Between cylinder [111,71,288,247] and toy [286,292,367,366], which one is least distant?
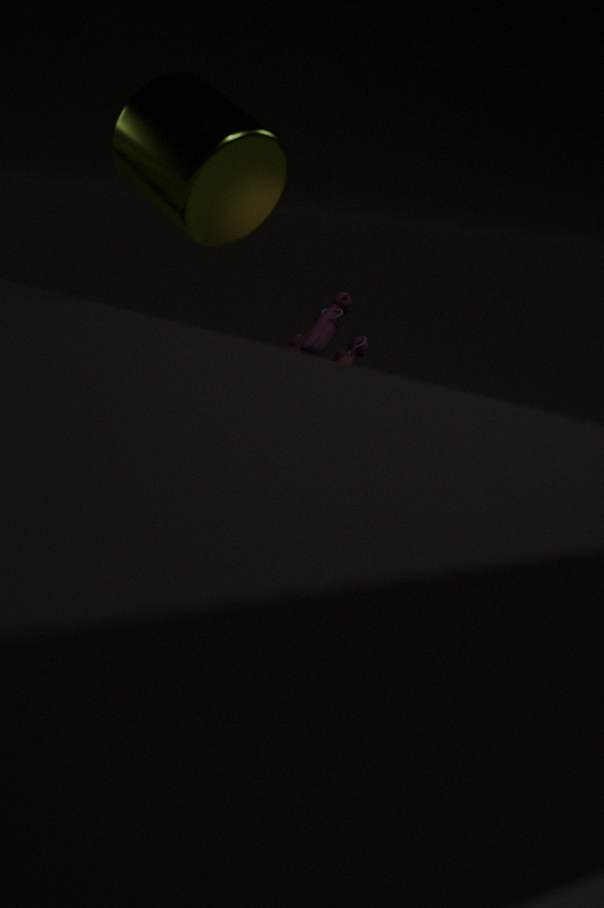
cylinder [111,71,288,247]
